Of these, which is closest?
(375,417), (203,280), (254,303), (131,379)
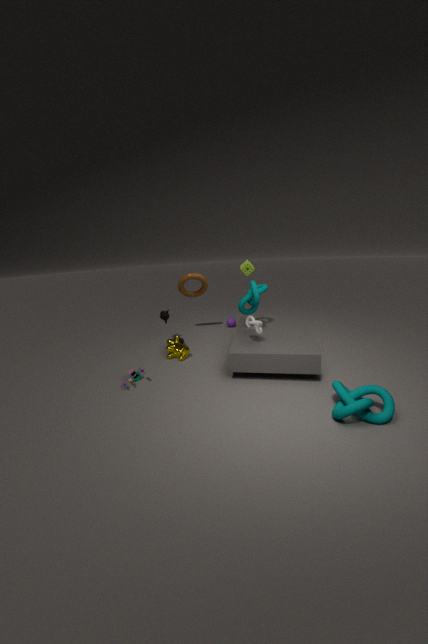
(375,417)
